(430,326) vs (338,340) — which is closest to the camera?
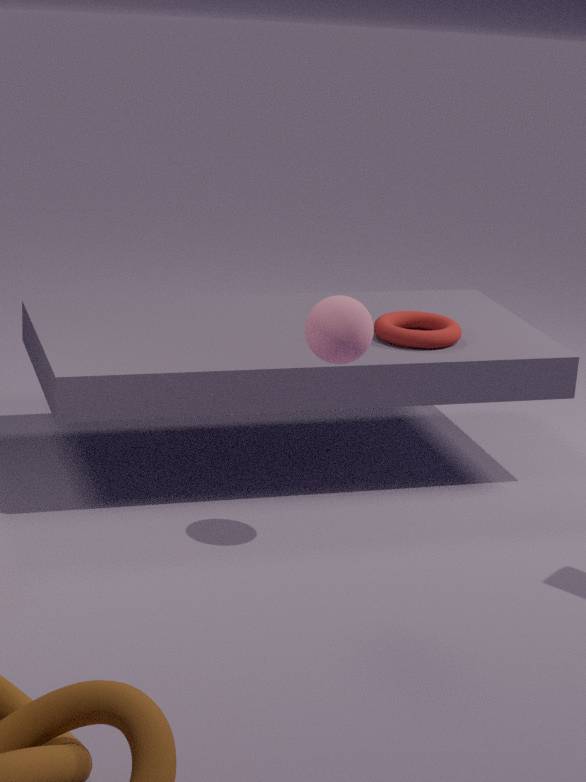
(338,340)
